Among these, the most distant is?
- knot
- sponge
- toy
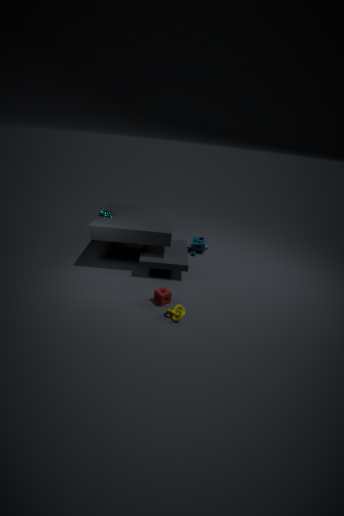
toy
